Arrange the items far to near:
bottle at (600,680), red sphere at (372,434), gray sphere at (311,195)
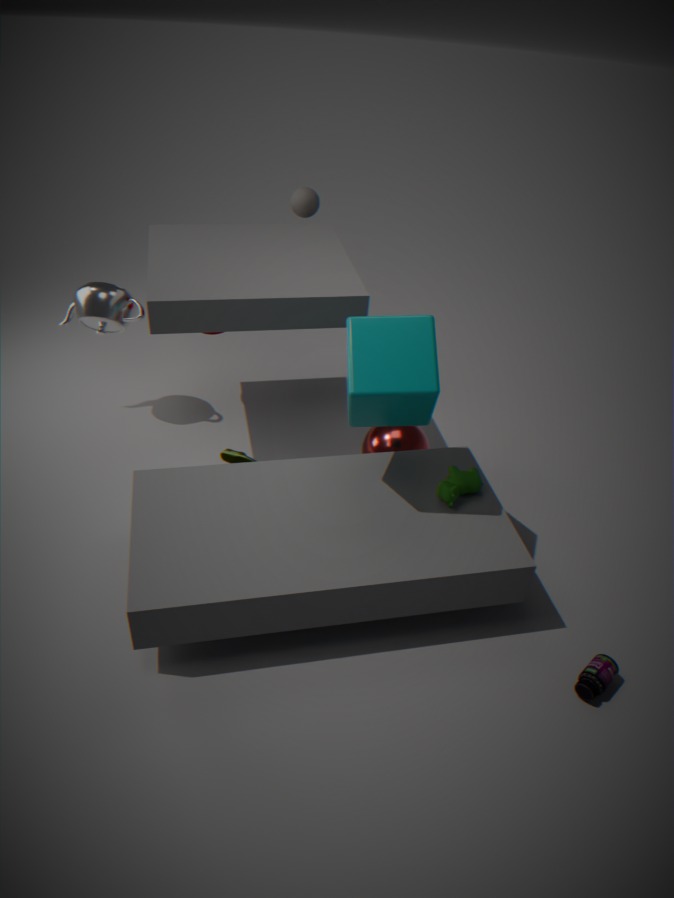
gray sphere at (311,195) → red sphere at (372,434) → bottle at (600,680)
